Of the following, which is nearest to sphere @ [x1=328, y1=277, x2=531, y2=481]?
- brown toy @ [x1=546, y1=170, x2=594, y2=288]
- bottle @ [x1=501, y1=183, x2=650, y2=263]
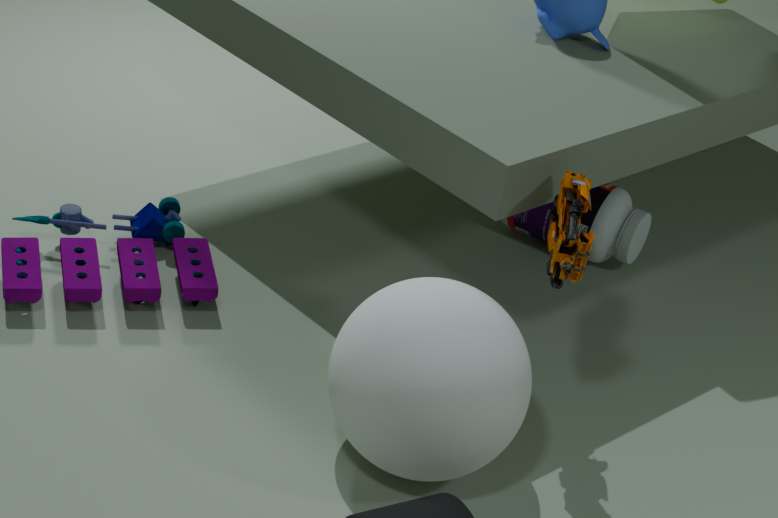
brown toy @ [x1=546, y1=170, x2=594, y2=288]
